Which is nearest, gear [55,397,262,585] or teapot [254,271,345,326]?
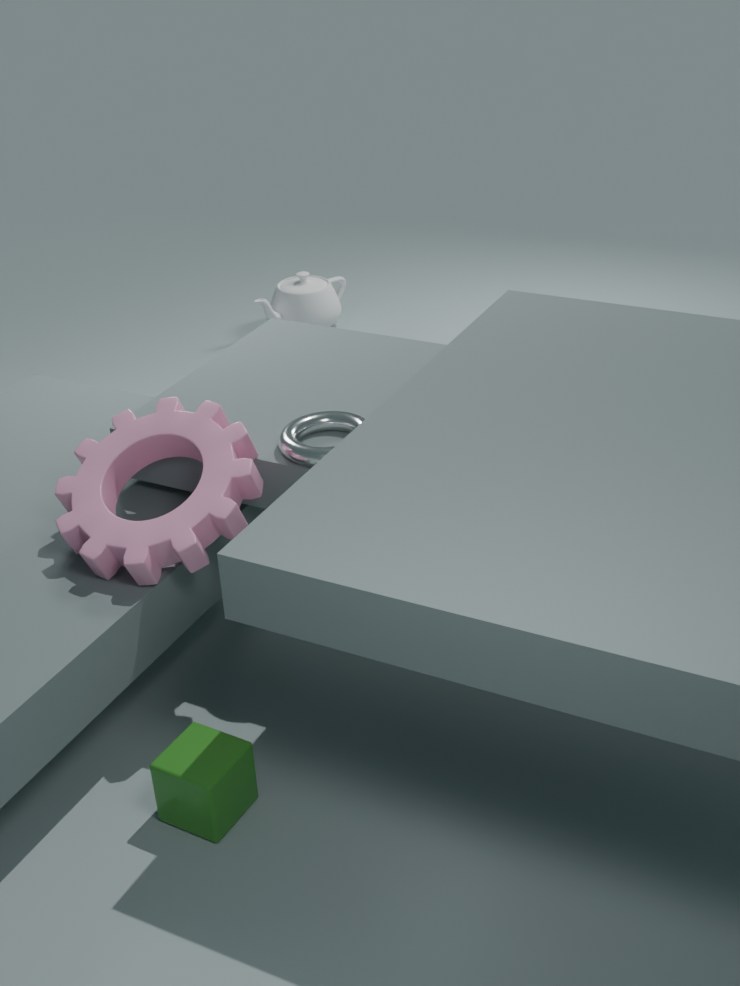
gear [55,397,262,585]
